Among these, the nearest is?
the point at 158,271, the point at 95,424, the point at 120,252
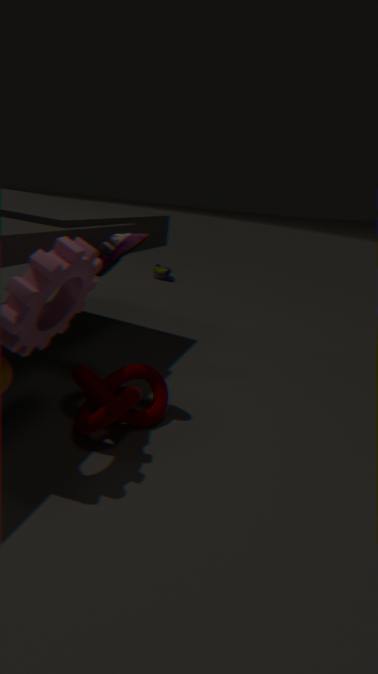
the point at 95,424
